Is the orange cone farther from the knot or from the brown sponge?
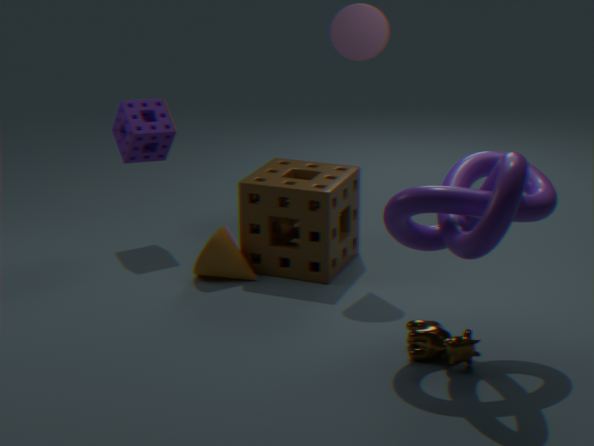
the knot
